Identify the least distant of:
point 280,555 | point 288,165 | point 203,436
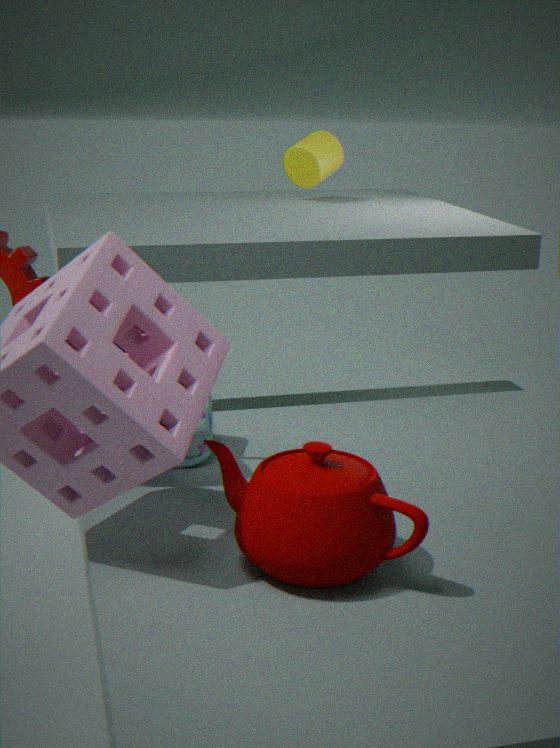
point 280,555
